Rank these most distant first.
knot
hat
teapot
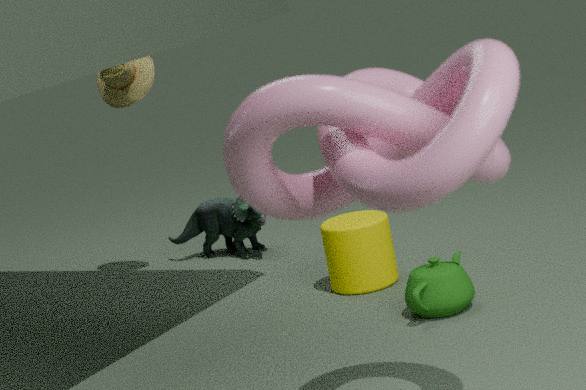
1. hat
2. teapot
3. knot
